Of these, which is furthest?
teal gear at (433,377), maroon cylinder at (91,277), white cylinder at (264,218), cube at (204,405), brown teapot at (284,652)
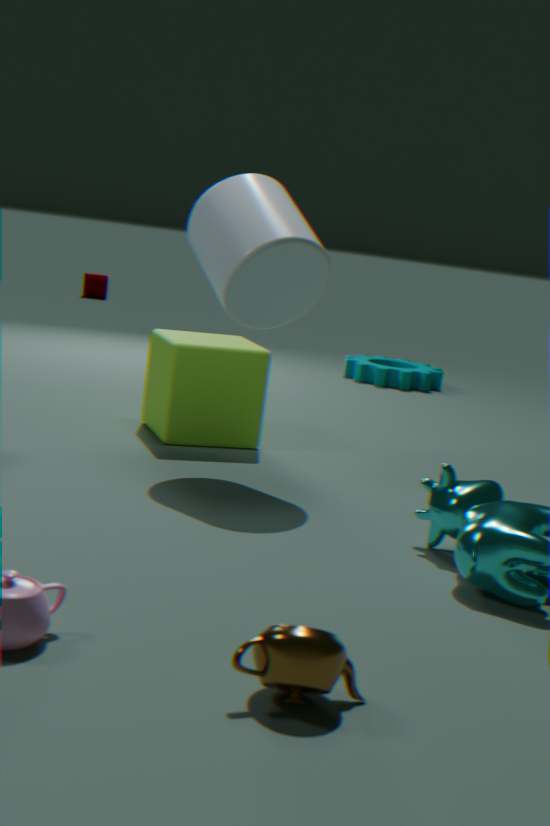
maroon cylinder at (91,277)
